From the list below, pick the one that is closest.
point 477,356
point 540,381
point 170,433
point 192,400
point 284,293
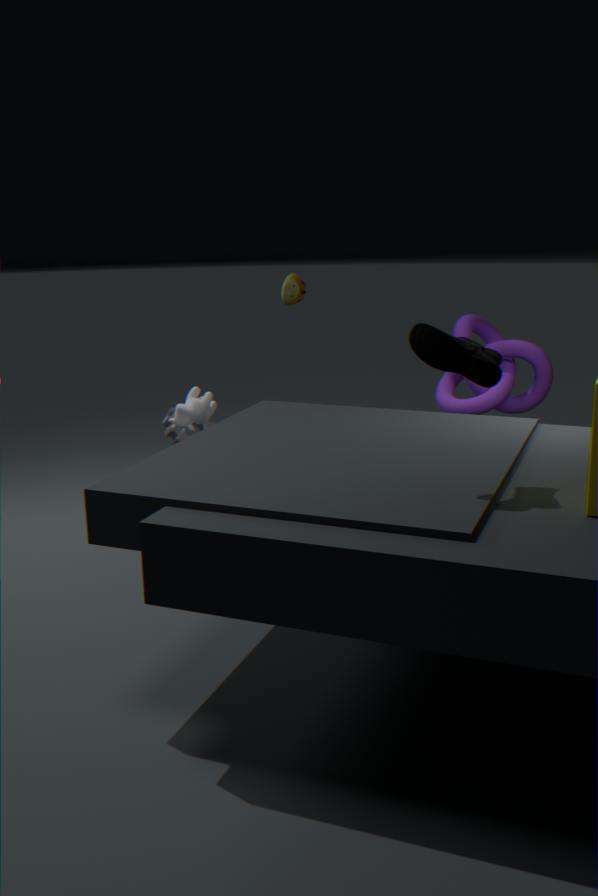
point 477,356
